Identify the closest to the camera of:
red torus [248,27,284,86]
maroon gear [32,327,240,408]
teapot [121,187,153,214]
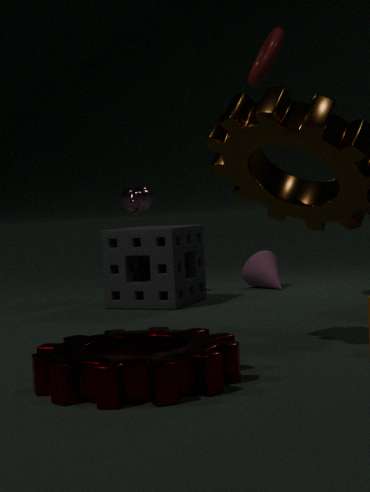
maroon gear [32,327,240,408]
